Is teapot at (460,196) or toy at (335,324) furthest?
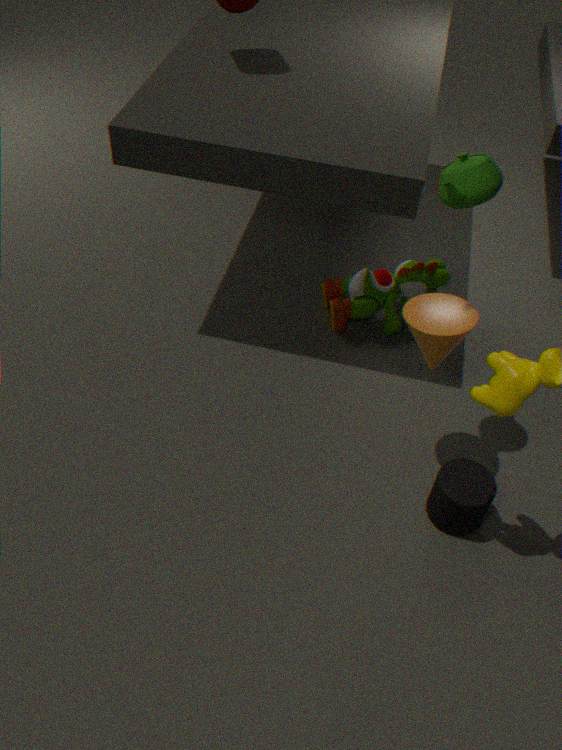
toy at (335,324)
